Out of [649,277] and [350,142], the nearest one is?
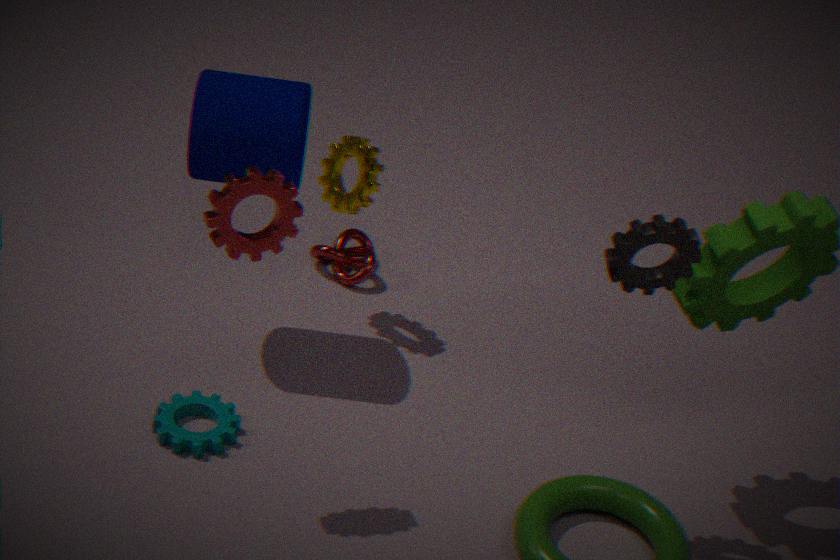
[649,277]
